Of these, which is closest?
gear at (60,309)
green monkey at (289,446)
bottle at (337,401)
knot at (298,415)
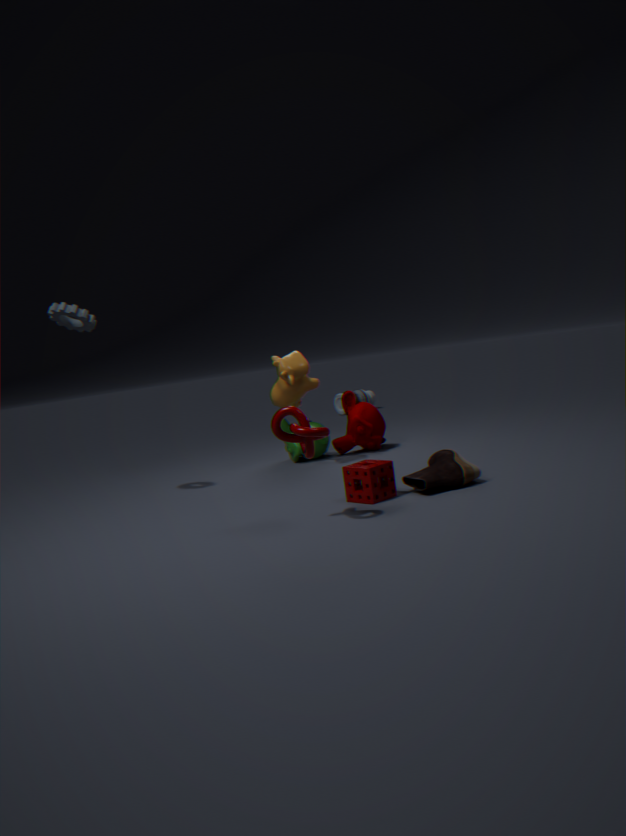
knot at (298,415)
